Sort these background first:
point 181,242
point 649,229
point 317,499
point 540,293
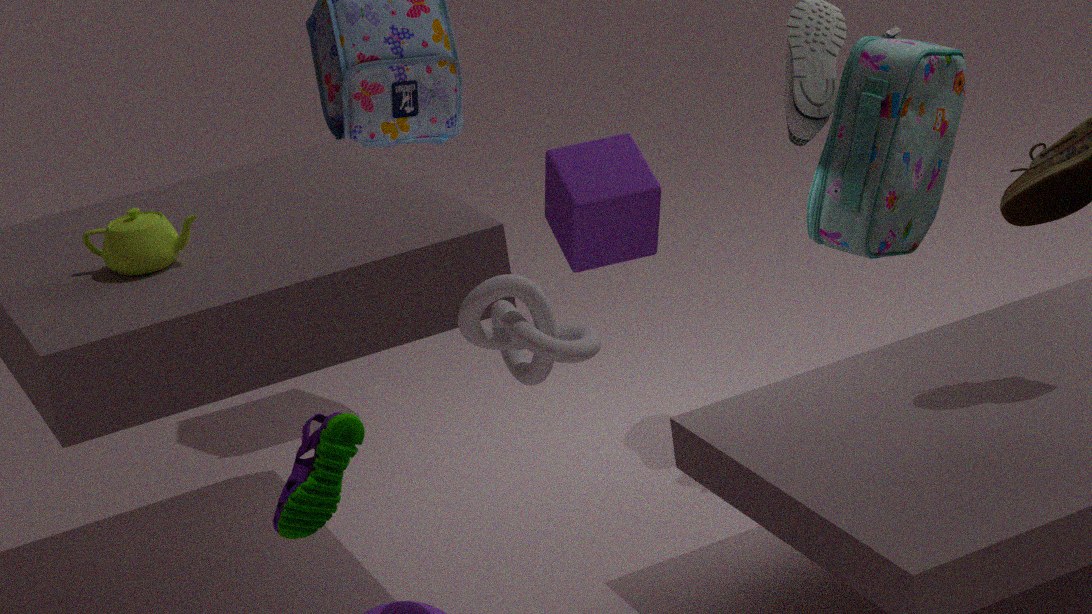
point 181,242 → point 317,499 → point 649,229 → point 540,293
